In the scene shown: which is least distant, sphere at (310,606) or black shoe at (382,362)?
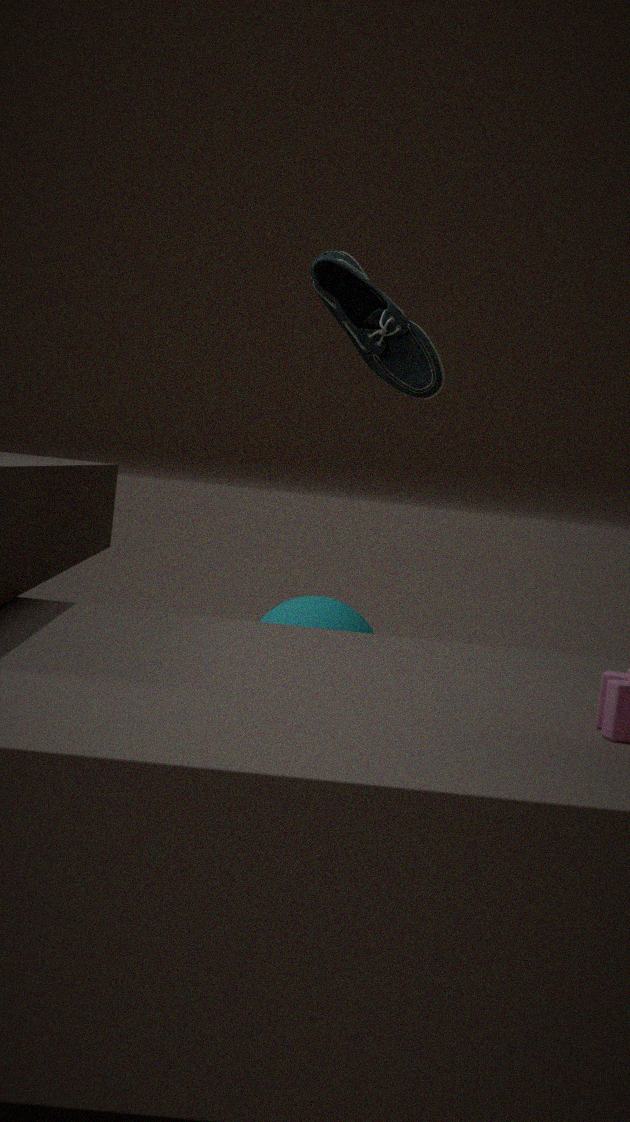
black shoe at (382,362)
